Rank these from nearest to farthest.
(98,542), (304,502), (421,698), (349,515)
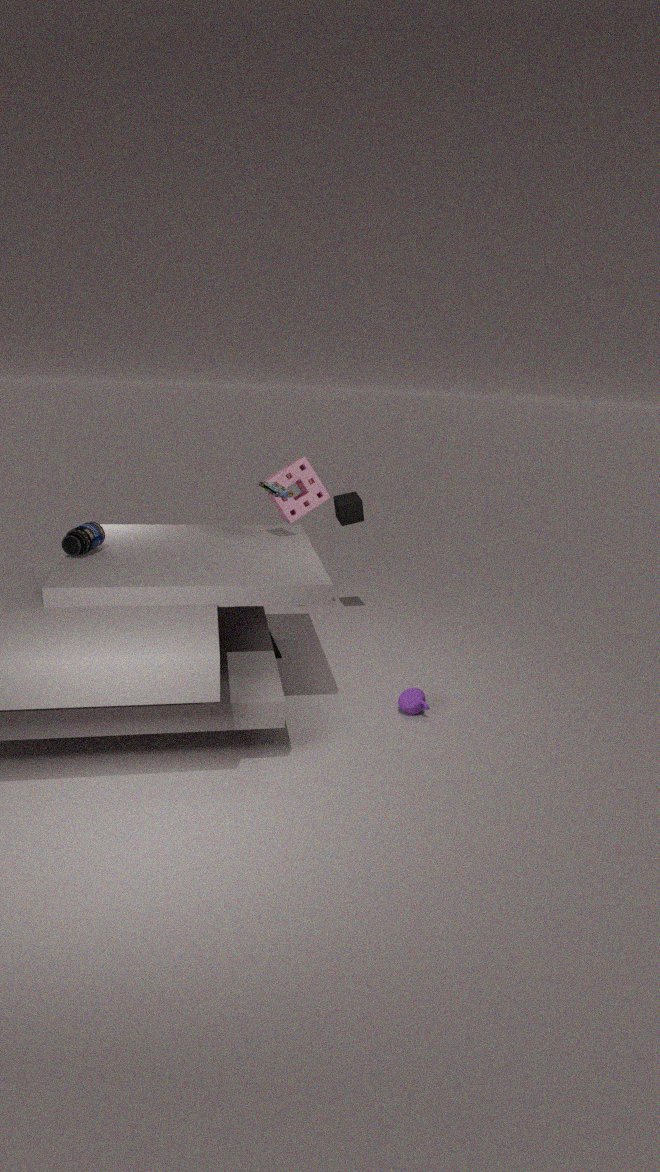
(421,698) < (98,542) < (349,515) < (304,502)
